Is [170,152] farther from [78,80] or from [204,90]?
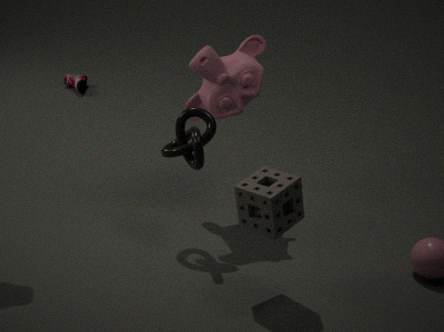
[78,80]
